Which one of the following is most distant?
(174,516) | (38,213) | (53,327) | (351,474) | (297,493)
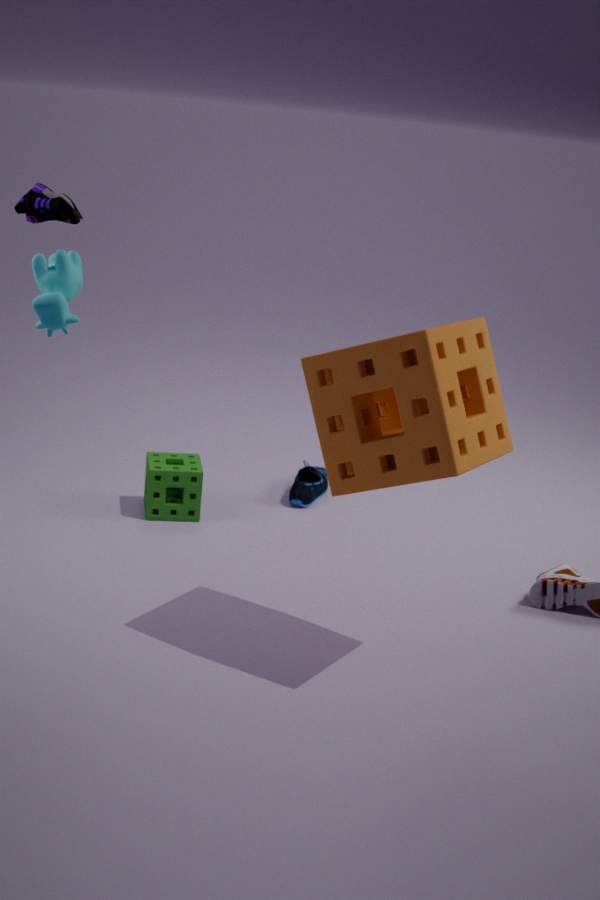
(297,493)
